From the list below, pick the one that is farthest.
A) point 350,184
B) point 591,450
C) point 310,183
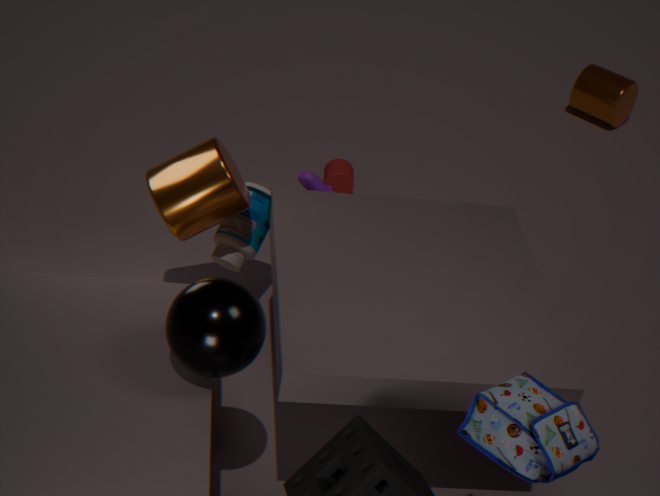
point 350,184
